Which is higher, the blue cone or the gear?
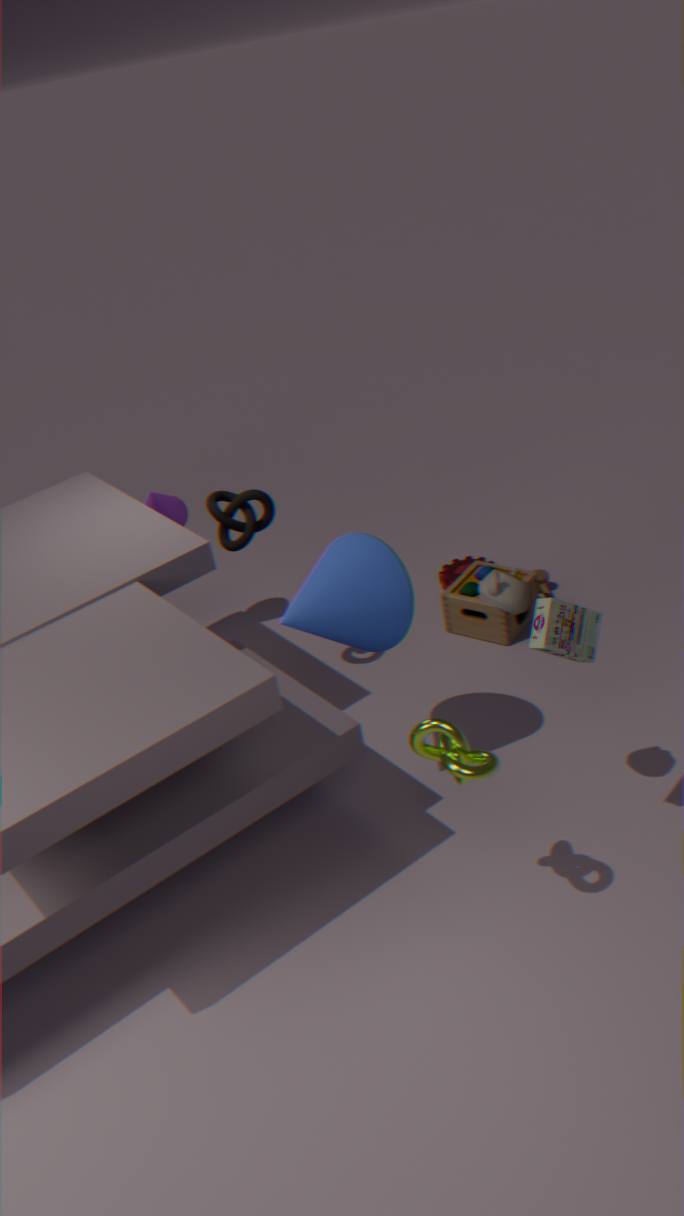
the blue cone
